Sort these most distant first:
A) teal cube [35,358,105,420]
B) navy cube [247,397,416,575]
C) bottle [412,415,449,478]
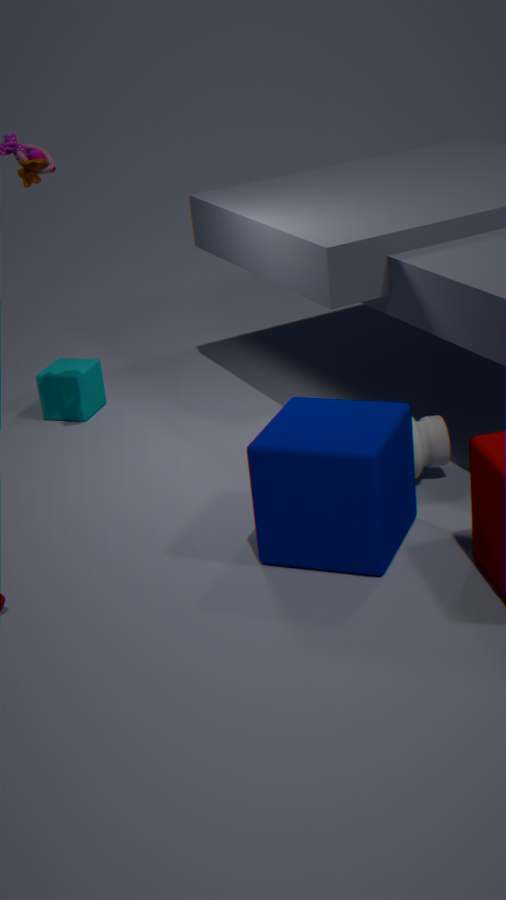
teal cube [35,358,105,420] → bottle [412,415,449,478] → navy cube [247,397,416,575]
